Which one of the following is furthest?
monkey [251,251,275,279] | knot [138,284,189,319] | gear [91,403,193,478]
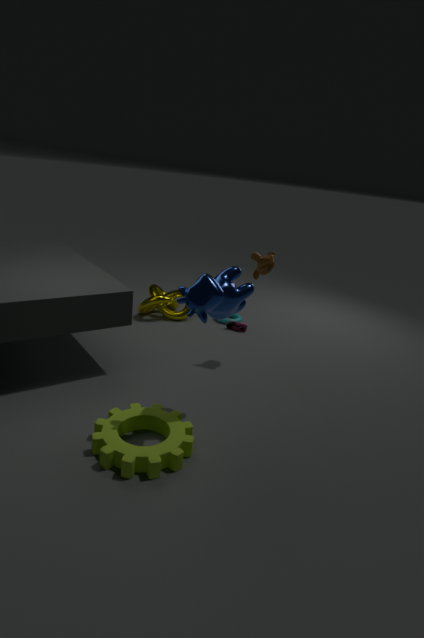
knot [138,284,189,319]
